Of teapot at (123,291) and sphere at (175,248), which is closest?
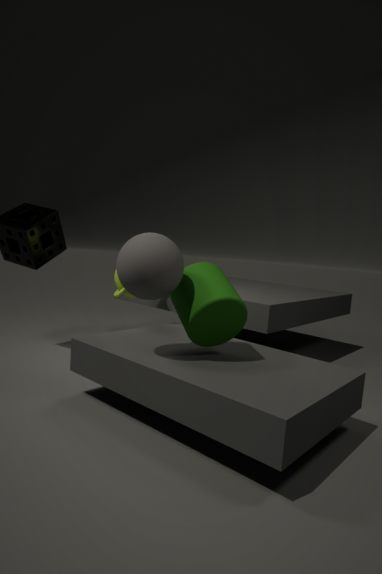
sphere at (175,248)
